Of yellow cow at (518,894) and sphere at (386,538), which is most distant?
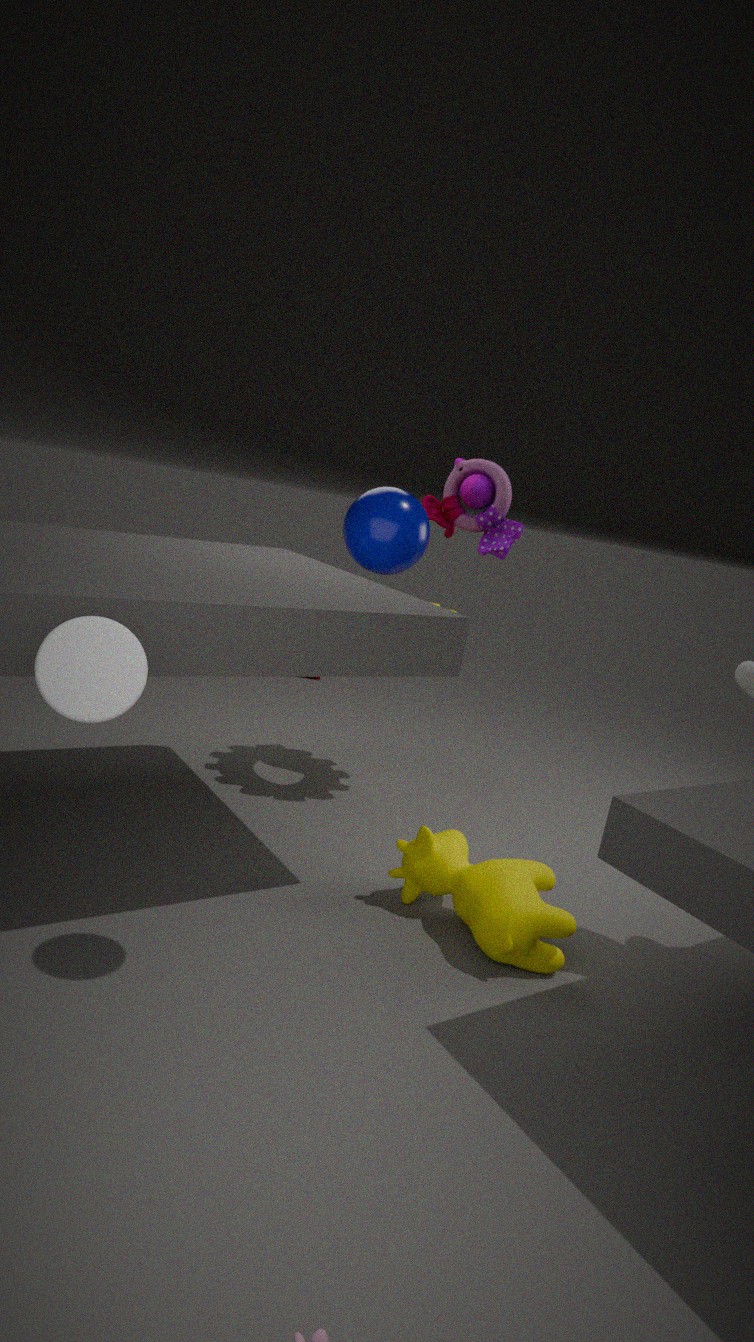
yellow cow at (518,894)
